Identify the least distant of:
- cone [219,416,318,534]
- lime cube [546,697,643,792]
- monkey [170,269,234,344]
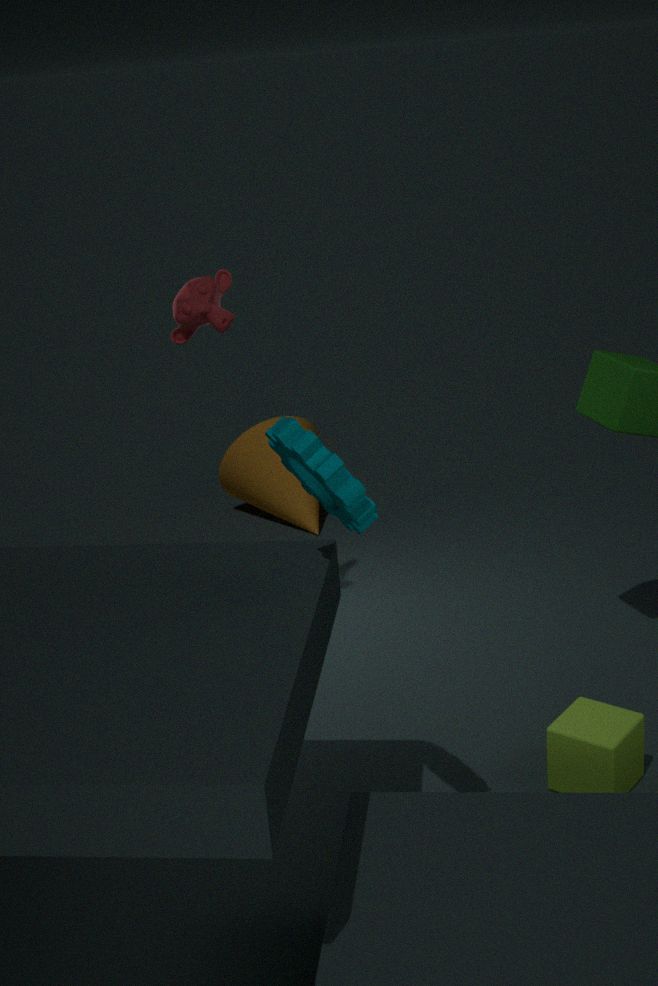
lime cube [546,697,643,792]
